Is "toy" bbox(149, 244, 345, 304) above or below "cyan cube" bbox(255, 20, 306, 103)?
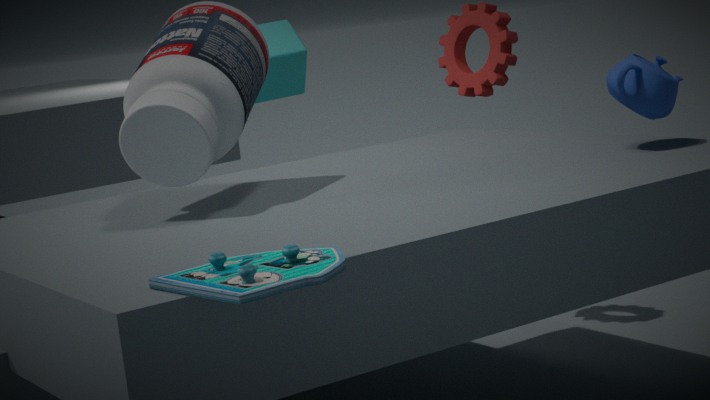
below
